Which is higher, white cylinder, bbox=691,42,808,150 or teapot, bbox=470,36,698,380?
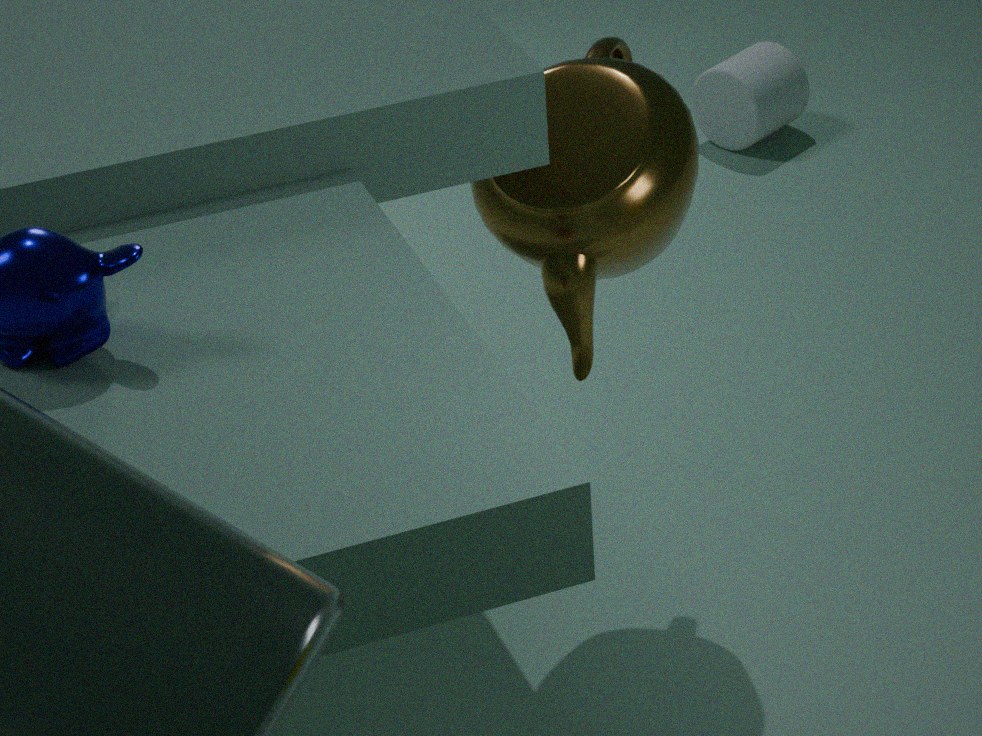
teapot, bbox=470,36,698,380
